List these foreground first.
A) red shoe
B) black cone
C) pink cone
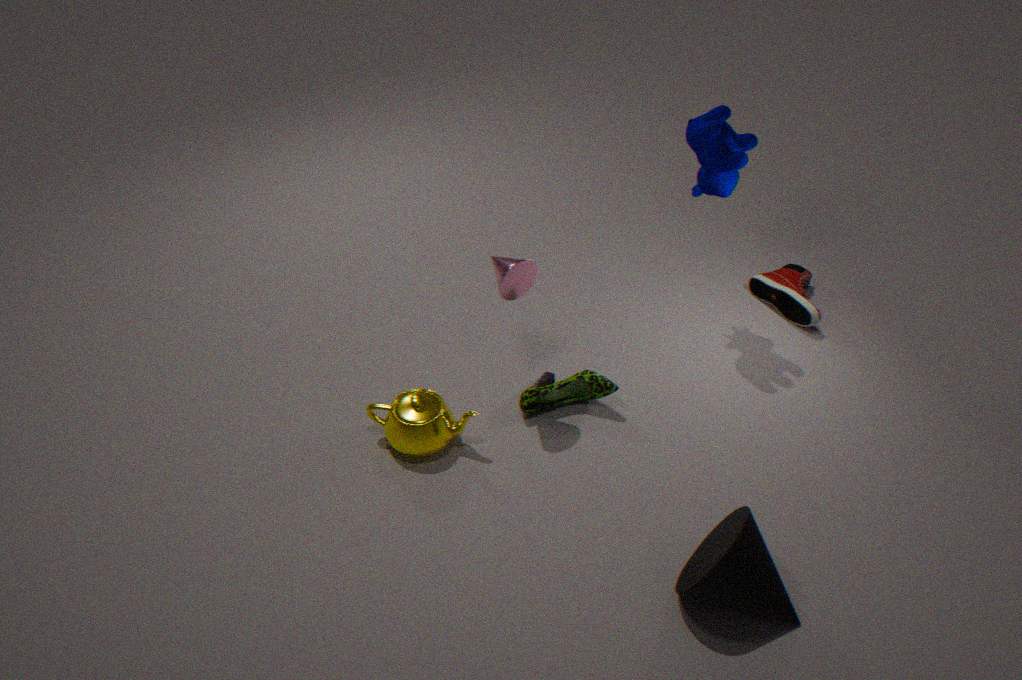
black cone, pink cone, red shoe
